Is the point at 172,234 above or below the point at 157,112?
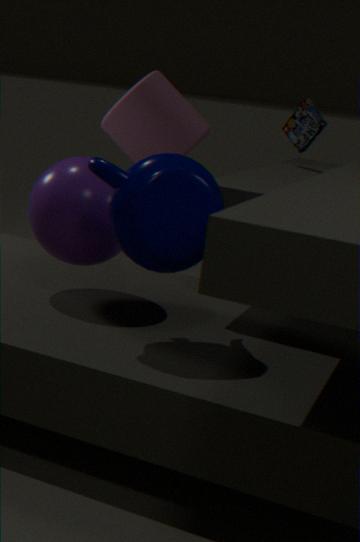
below
